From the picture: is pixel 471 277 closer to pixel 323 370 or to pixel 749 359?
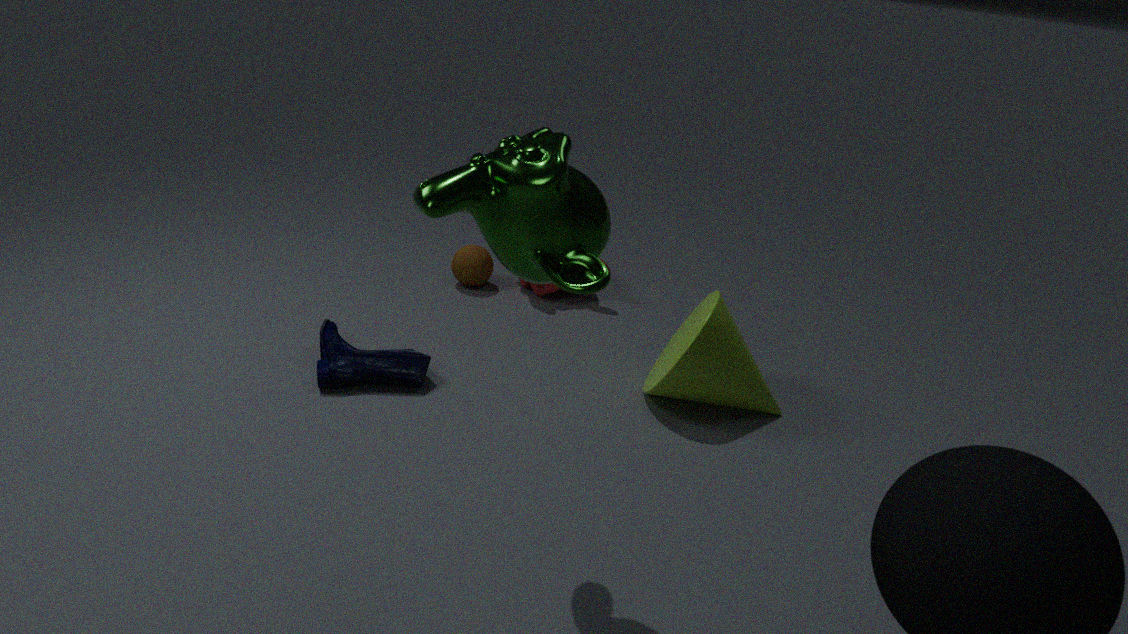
pixel 323 370
